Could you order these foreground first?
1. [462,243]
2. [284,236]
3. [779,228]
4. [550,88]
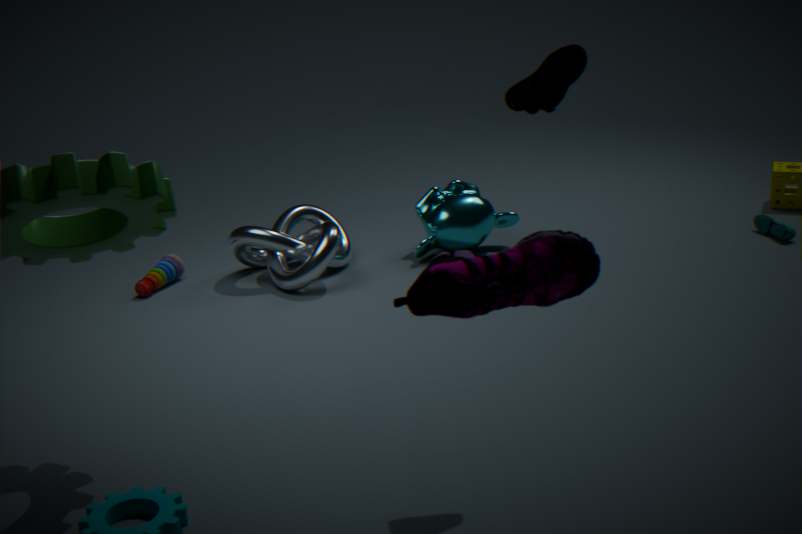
[550,88] → [284,236] → [462,243] → [779,228]
